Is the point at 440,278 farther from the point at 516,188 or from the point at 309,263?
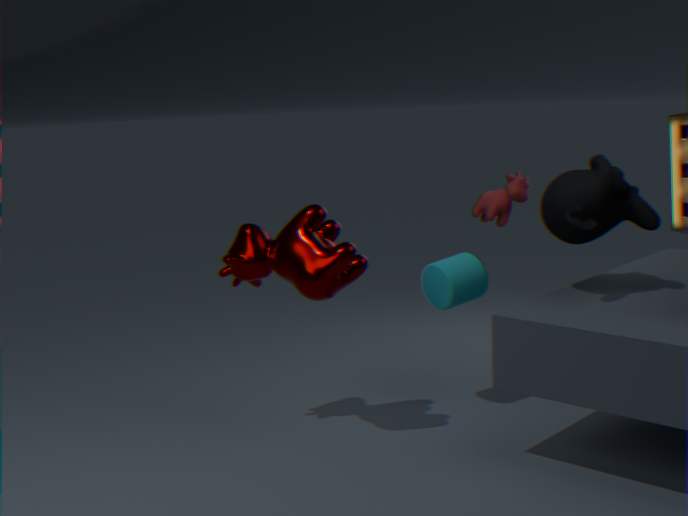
the point at 309,263
